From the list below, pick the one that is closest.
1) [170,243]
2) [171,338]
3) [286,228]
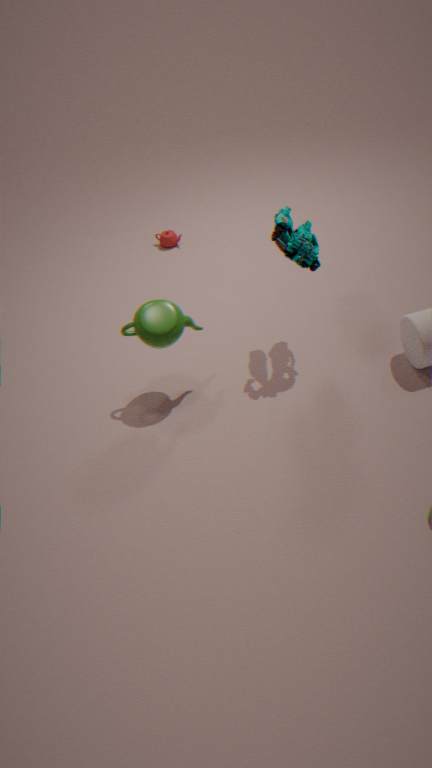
2. [171,338]
